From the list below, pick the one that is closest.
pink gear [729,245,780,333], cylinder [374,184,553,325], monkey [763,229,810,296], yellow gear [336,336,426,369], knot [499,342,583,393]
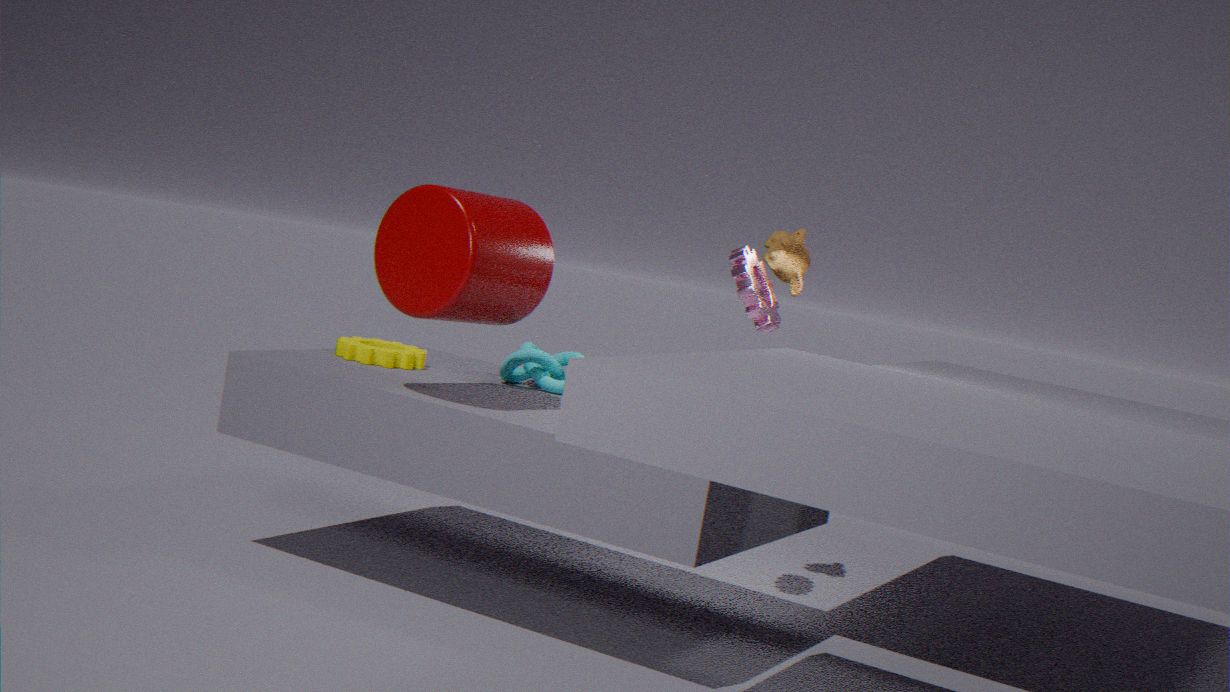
cylinder [374,184,553,325]
